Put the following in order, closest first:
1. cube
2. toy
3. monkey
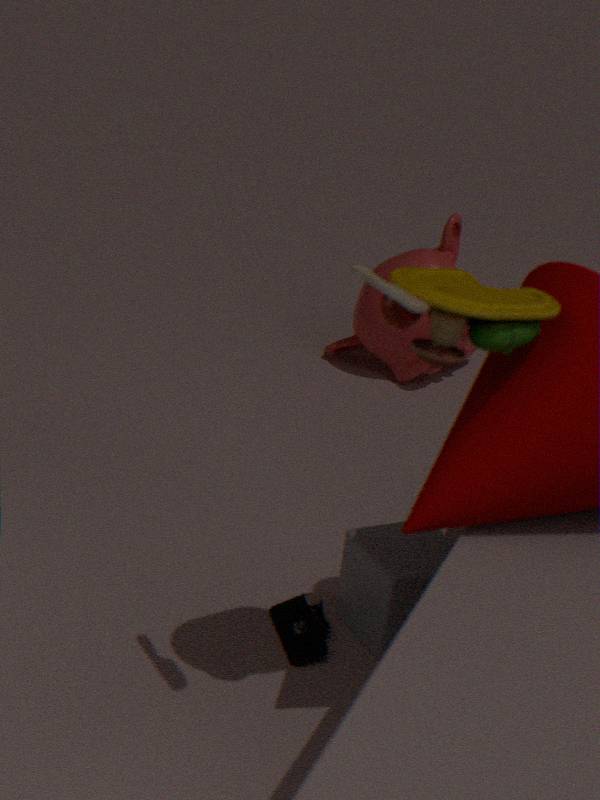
1. toy
2. cube
3. monkey
